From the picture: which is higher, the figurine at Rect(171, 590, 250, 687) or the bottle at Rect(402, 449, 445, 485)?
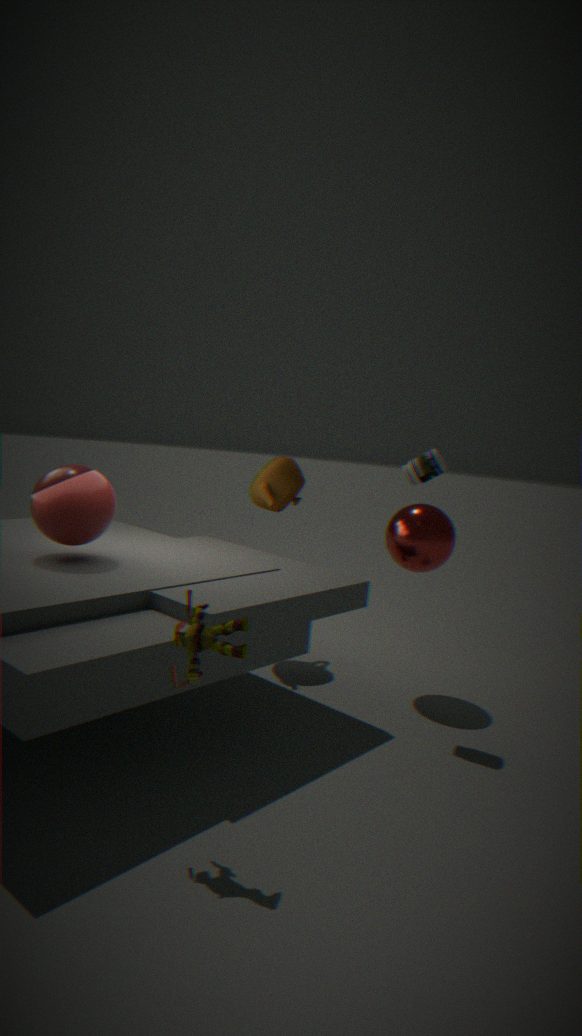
the bottle at Rect(402, 449, 445, 485)
